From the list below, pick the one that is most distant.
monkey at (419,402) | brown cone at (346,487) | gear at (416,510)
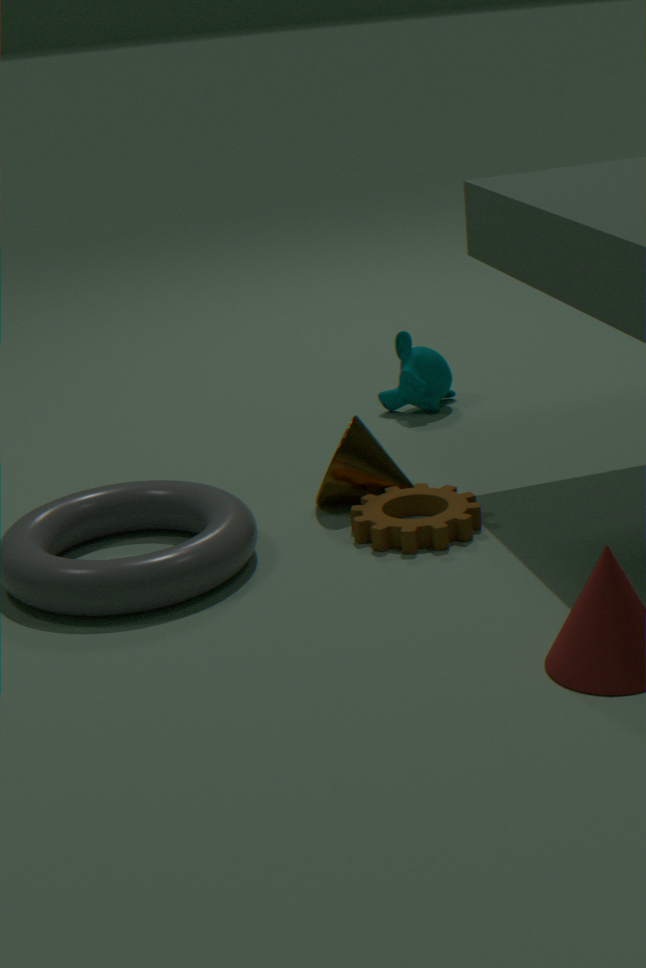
monkey at (419,402)
